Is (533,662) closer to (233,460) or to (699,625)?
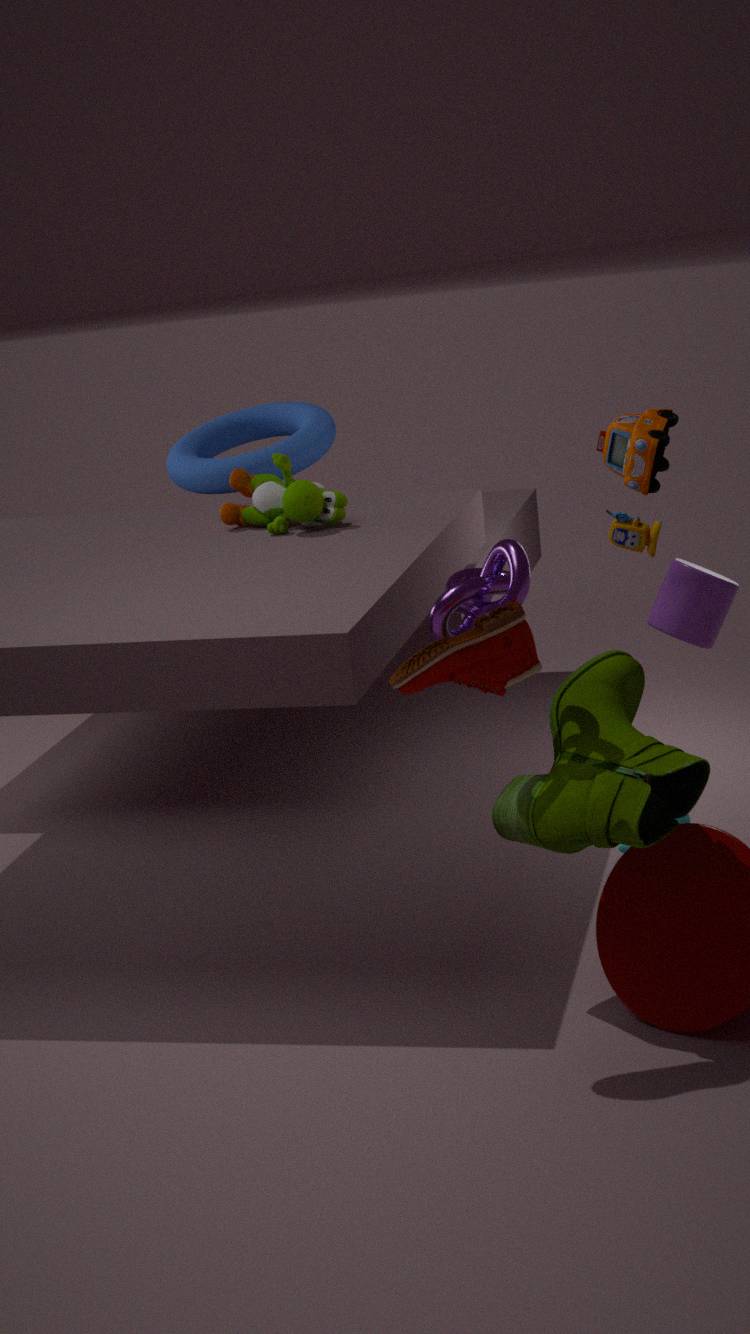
(699,625)
